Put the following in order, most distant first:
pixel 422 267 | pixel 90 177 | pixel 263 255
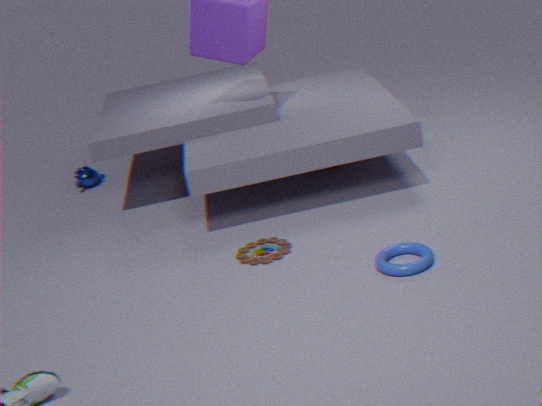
pixel 90 177
pixel 263 255
pixel 422 267
